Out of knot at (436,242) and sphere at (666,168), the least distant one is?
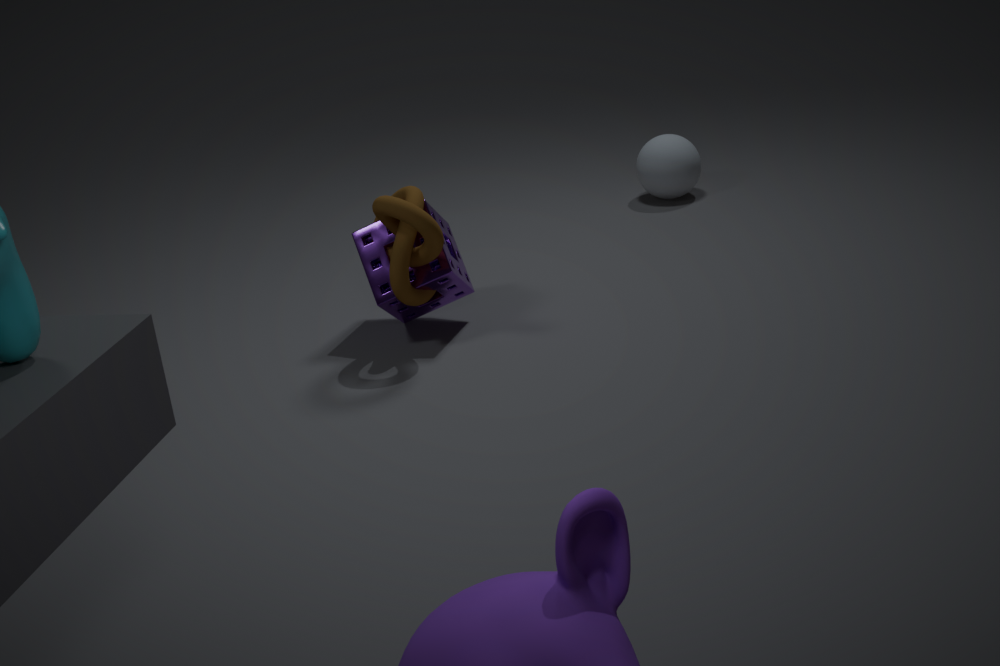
knot at (436,242)
